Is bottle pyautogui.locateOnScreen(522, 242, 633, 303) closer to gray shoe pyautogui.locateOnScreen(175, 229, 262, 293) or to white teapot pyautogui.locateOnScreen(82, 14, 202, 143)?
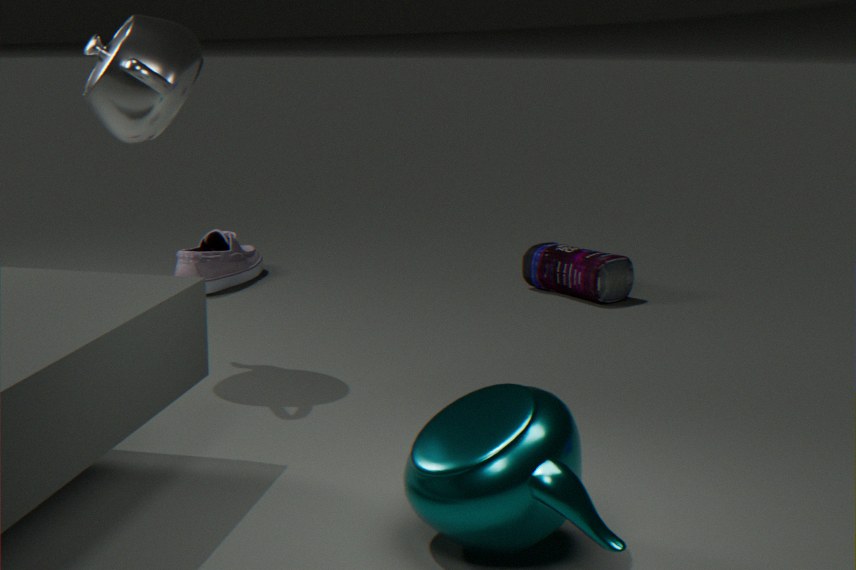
gray shoe pyautogui.locateOnScreen(175, 229, 262, 293)
